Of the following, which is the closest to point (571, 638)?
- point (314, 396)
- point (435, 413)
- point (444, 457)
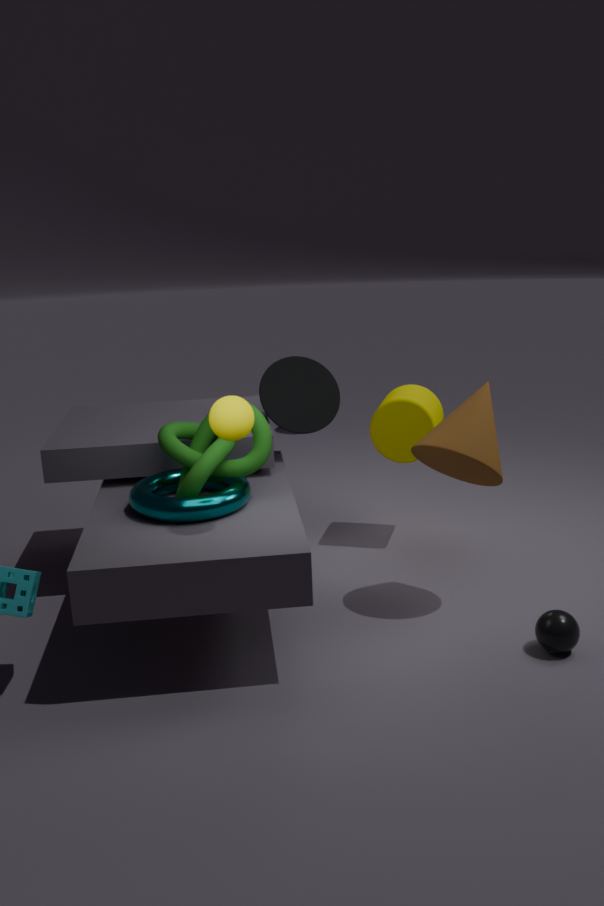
point (444, 457)
